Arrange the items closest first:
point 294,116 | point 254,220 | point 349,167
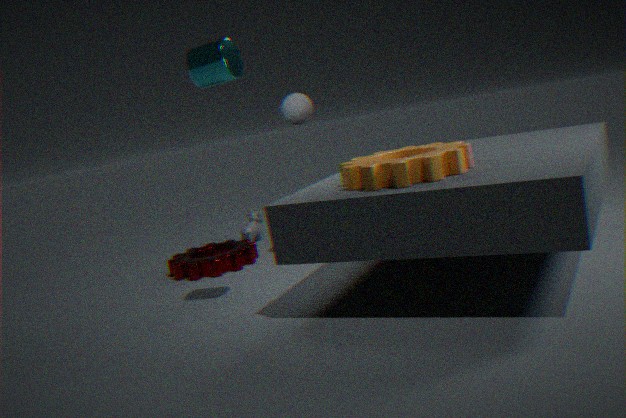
1. point 349,167
2. point 294,116
3. point 254,220
